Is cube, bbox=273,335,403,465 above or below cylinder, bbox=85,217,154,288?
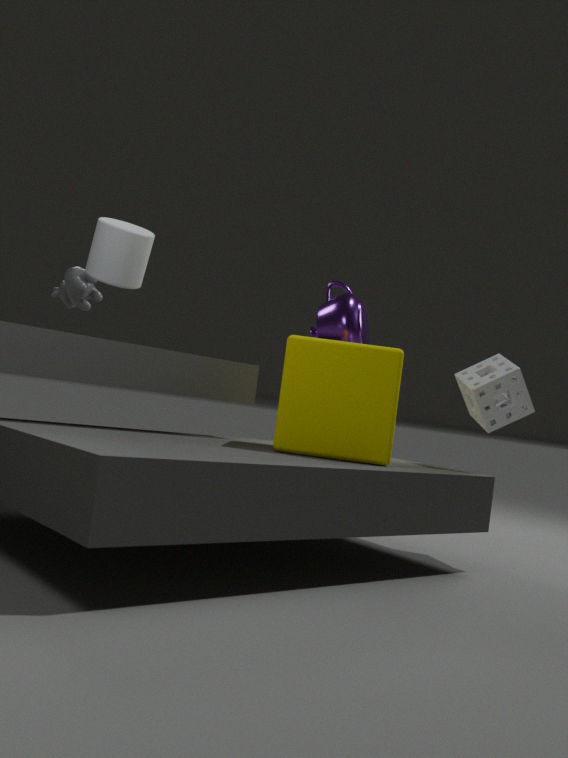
below
